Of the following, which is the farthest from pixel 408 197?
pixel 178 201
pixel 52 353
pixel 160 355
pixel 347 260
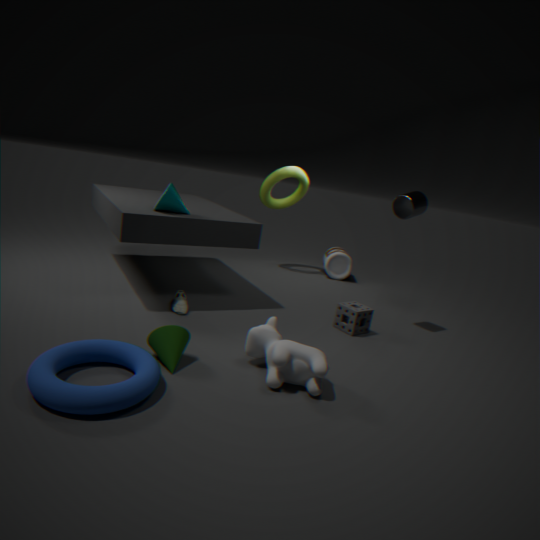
pixel 52 353
